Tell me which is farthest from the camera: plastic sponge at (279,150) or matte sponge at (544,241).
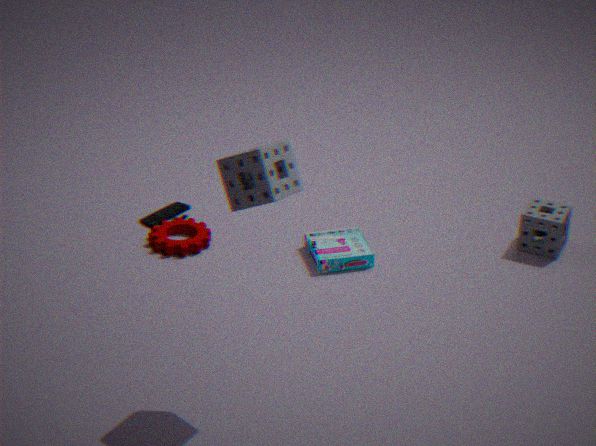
matte sponge at (544,241)
